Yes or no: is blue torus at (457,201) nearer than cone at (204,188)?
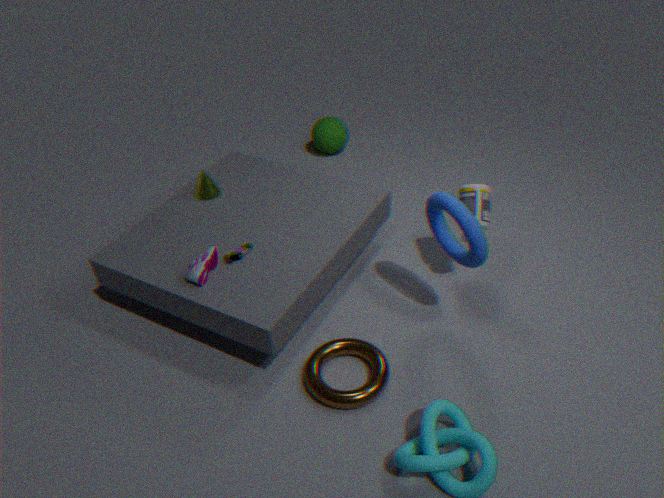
Yes
